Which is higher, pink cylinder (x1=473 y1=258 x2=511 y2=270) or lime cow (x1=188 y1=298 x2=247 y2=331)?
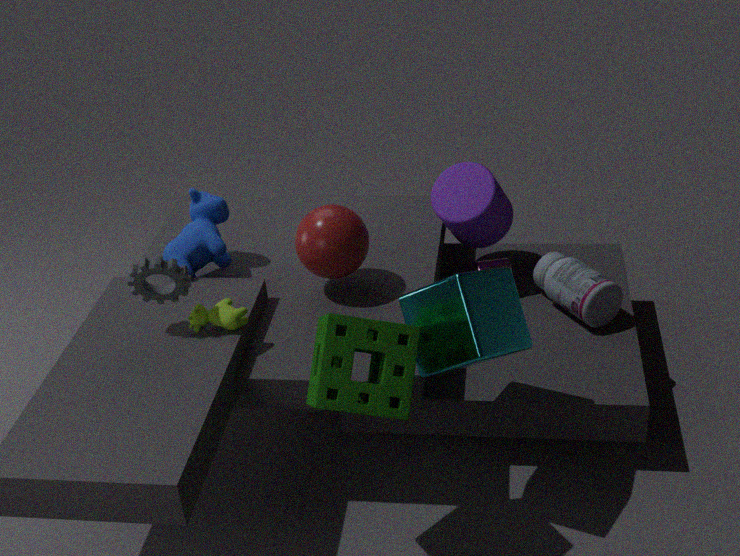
lime cow (x1=188 y1=298 x2=247 y2=331)
